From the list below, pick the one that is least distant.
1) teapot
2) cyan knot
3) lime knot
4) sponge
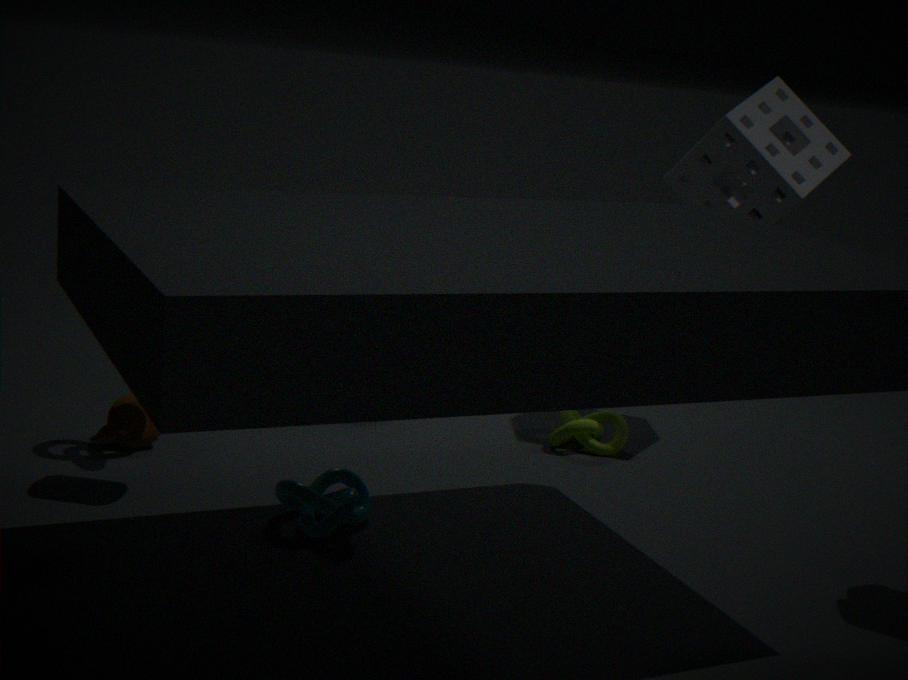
2. cyan knot
